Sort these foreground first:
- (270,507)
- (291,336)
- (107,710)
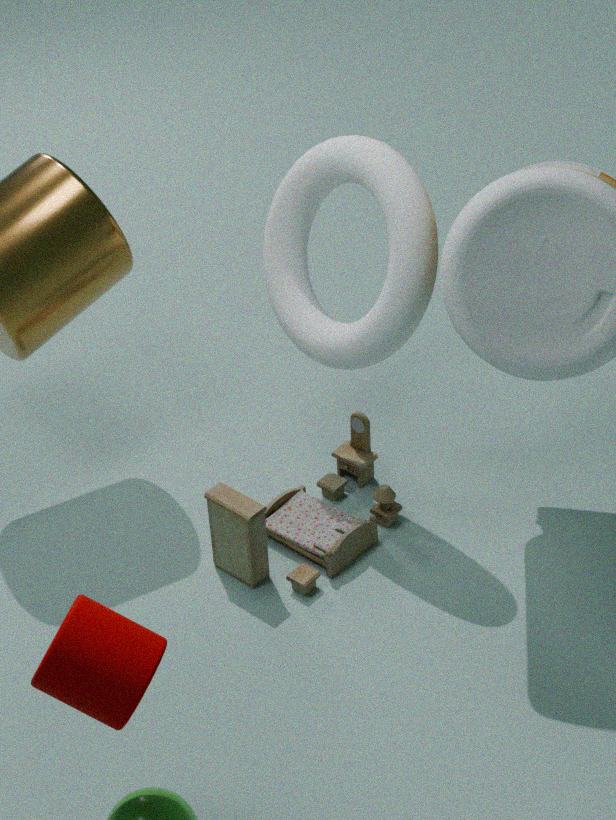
(107,710), (291,336), (270,507)
